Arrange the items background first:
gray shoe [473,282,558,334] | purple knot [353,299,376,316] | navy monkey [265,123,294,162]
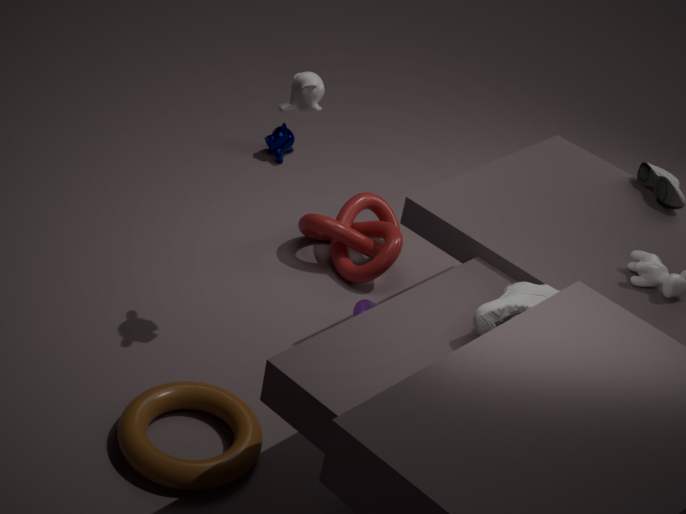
navy monkey [265,123,294,162]
purple knot [353,299,376,316]
gray shoe [473,282,558,334]
